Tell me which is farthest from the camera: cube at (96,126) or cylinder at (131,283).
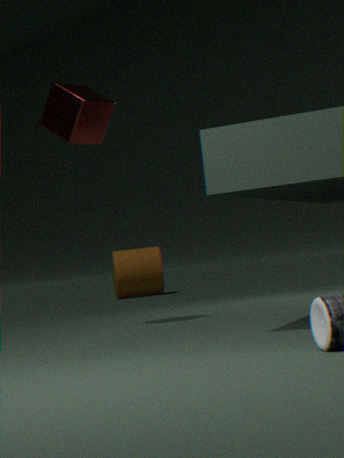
cylinder at (131,283)
